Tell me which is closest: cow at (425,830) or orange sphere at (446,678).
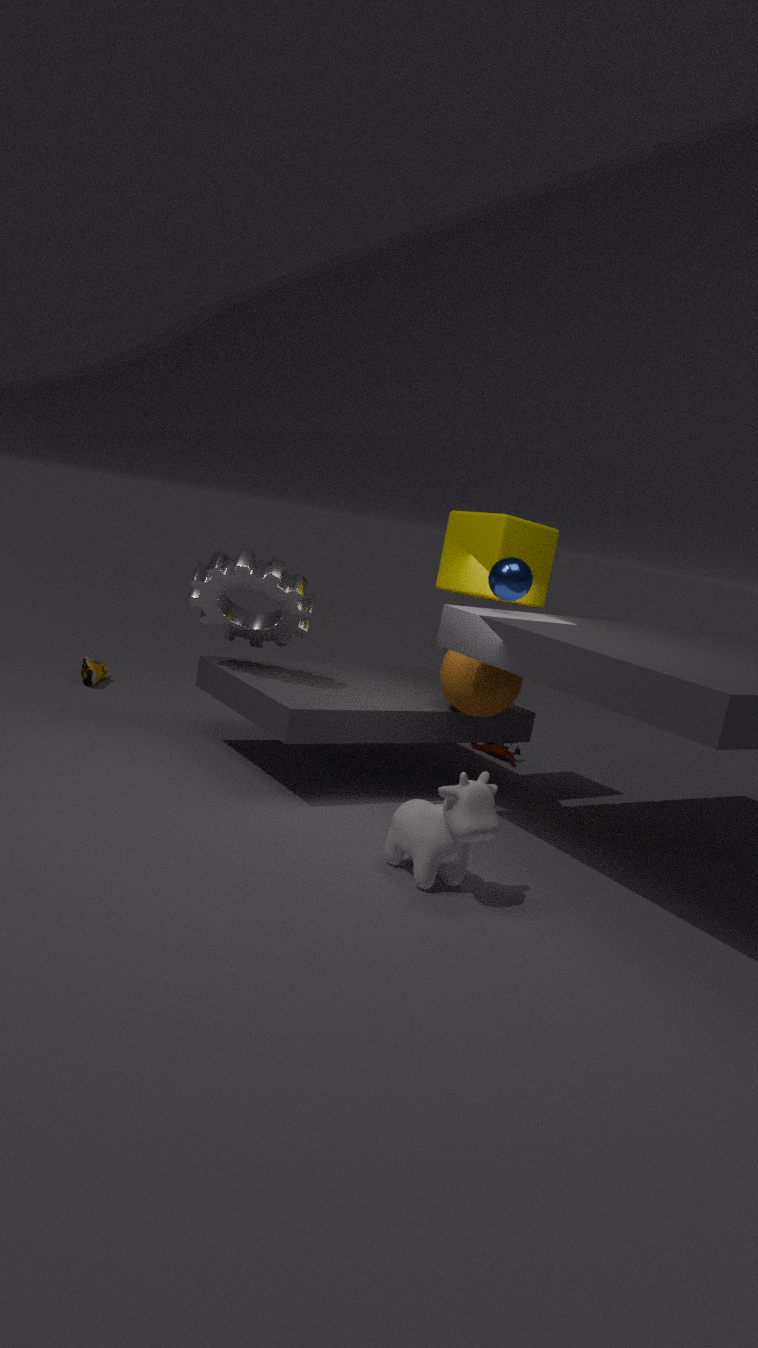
cow at (425,830)
